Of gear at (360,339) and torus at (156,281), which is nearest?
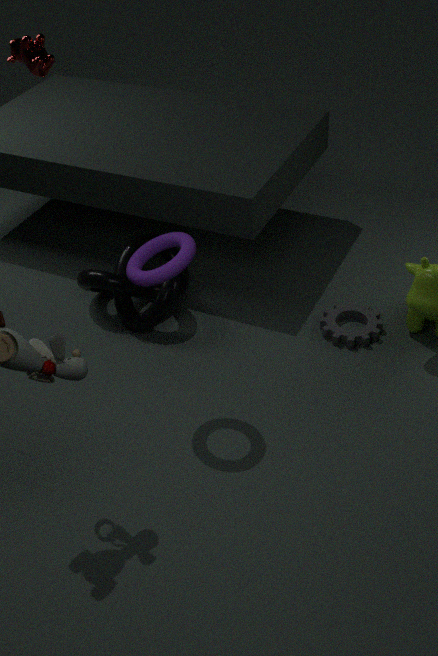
torus at (156,281)
